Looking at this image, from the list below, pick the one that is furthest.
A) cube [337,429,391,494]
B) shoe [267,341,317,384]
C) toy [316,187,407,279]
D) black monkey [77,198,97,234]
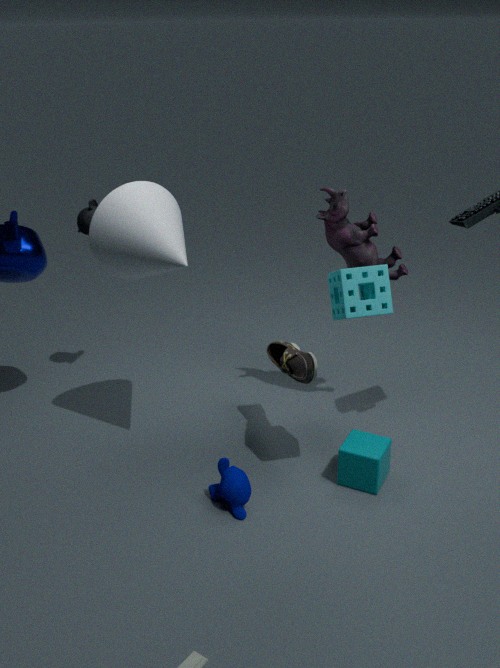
black monkey [77,198,97,234]
